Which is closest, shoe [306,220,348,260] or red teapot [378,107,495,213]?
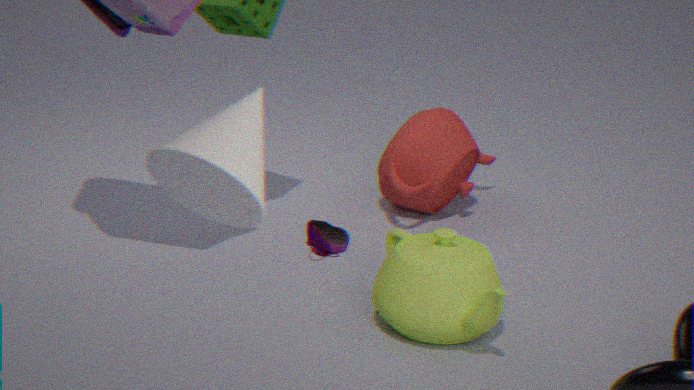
shoe [306,220,348,260]
